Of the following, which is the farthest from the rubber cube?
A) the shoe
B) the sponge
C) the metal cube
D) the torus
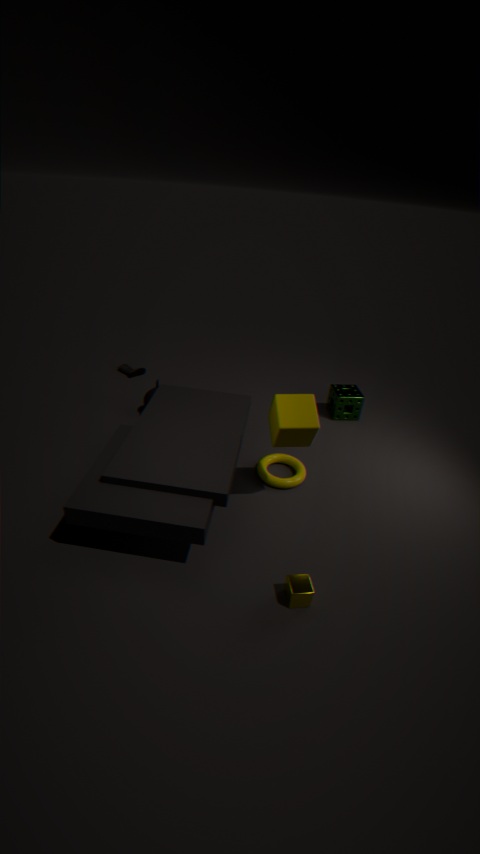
the shoe
